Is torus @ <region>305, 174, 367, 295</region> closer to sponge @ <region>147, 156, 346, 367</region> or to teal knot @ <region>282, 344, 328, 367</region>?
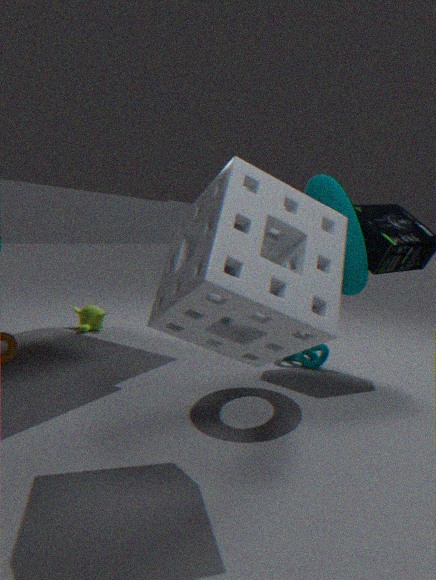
sponge @ <region>147, 156, 346, 367</region>
